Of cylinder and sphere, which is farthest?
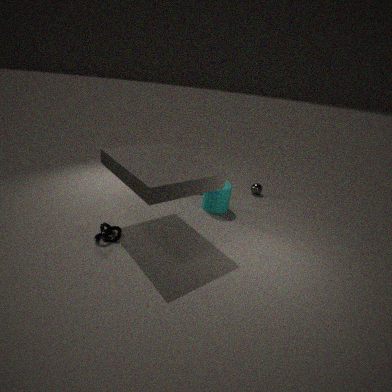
sphere
